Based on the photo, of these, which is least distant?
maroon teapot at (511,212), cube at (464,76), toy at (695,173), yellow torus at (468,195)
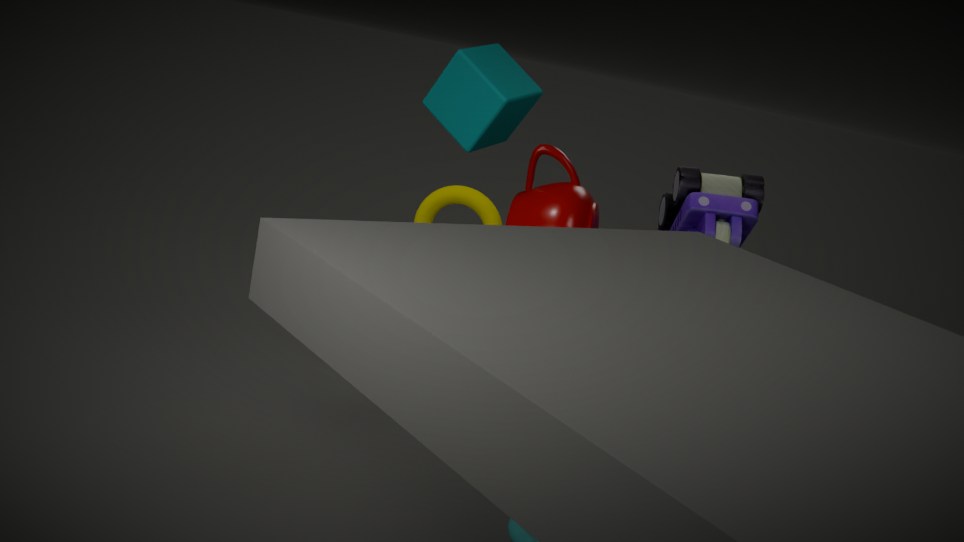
maroon teapot at (511,212)
